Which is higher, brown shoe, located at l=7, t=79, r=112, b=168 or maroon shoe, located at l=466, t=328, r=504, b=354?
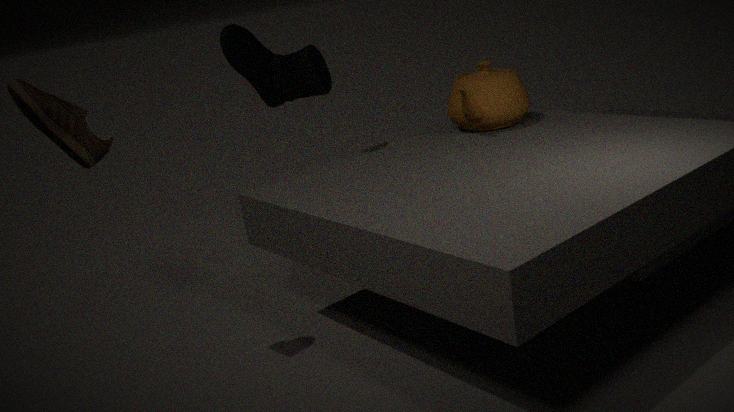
brown shoe, located at l=7, t=79, r=112, b=168
